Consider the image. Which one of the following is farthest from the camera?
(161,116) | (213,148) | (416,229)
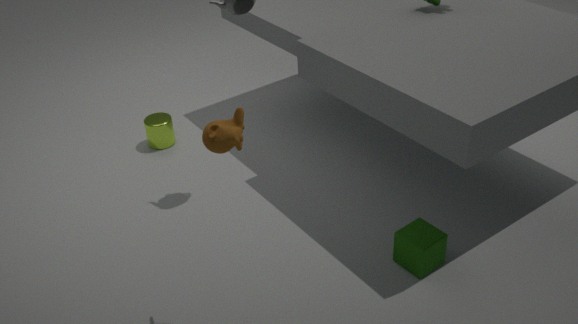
(161,116)
